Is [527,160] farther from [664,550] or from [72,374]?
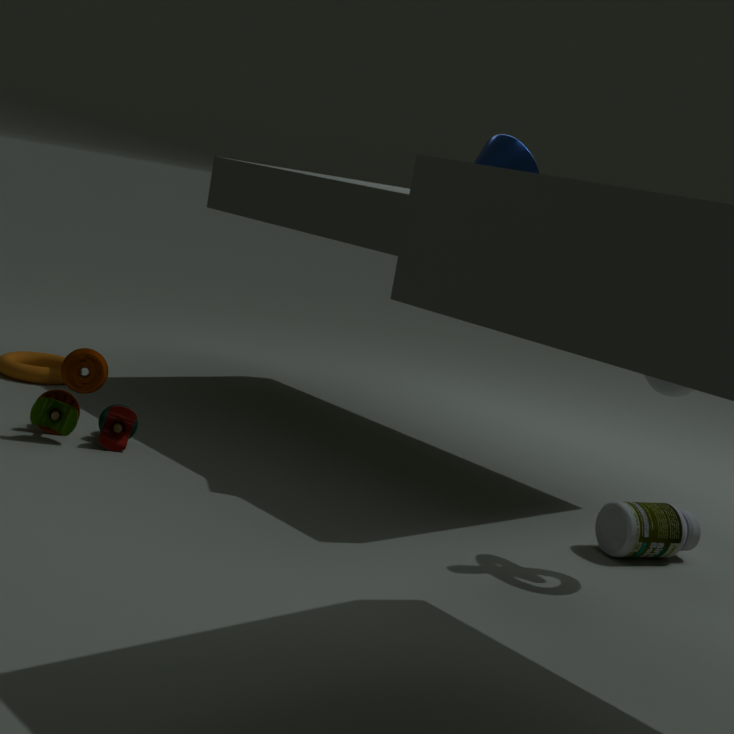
[72,374]
